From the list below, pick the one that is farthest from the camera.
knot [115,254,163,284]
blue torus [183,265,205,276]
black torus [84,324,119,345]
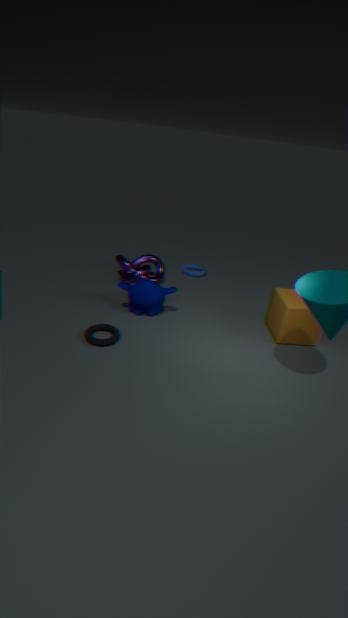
blue torus [183,265,205,276]
